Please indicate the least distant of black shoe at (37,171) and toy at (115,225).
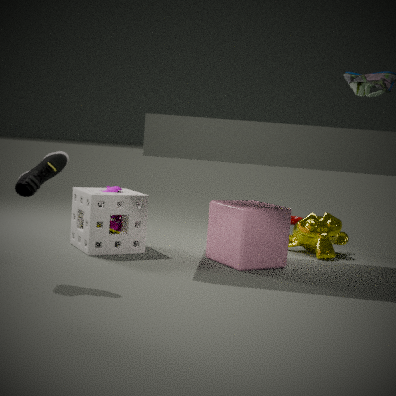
black shoe at (37,171)
